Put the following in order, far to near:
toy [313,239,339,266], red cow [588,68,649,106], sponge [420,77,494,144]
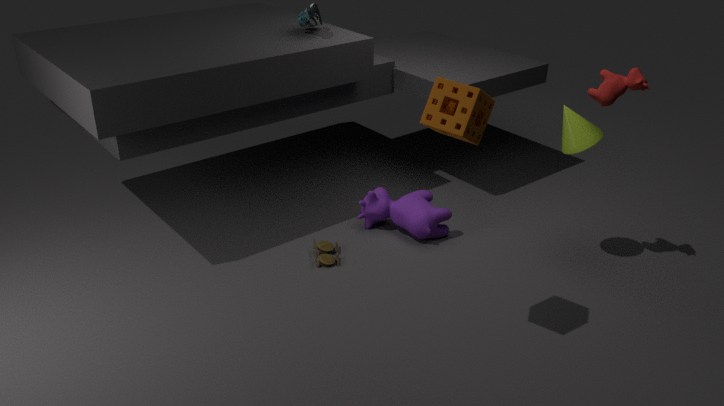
toy [313,239,339,266]
red cow [588,68,649,106]
sponge [420,77,494,144]
